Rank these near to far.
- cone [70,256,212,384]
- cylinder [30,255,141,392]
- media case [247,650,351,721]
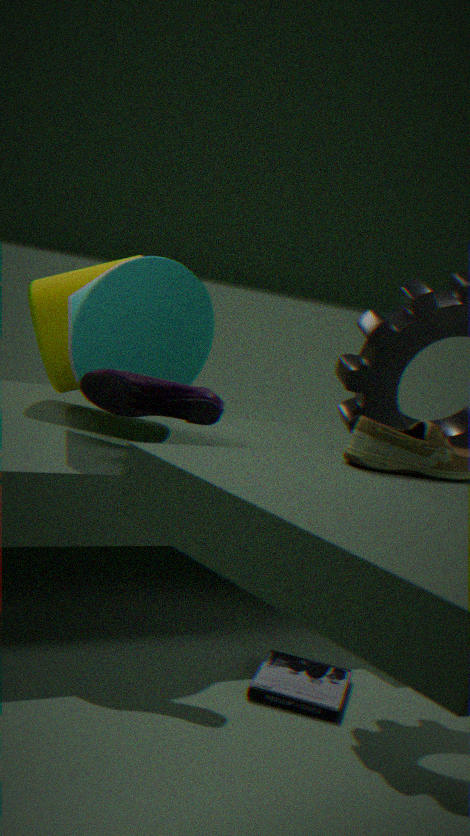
media case [247,650,351,721] < cone [70,256,212,384] < cylinder [30,255,141,392]
